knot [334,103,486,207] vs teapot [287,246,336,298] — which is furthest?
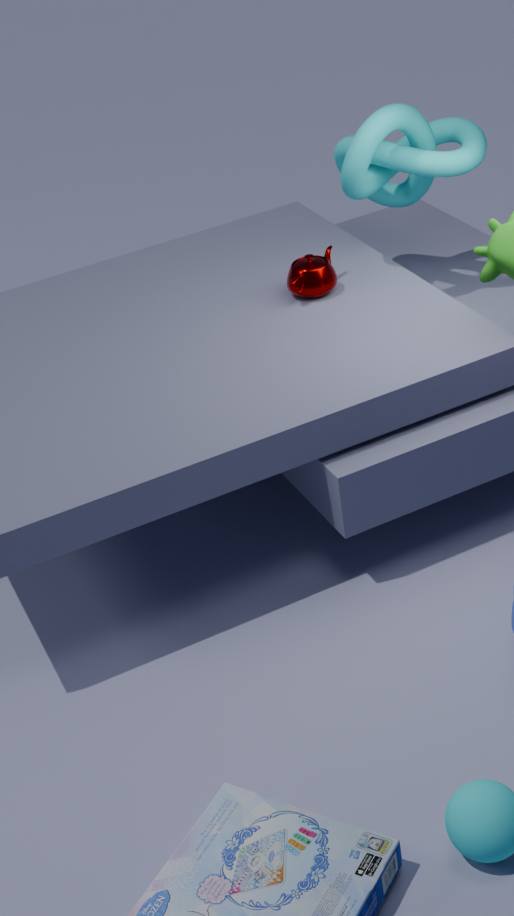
teapot [287,246,336,298]
